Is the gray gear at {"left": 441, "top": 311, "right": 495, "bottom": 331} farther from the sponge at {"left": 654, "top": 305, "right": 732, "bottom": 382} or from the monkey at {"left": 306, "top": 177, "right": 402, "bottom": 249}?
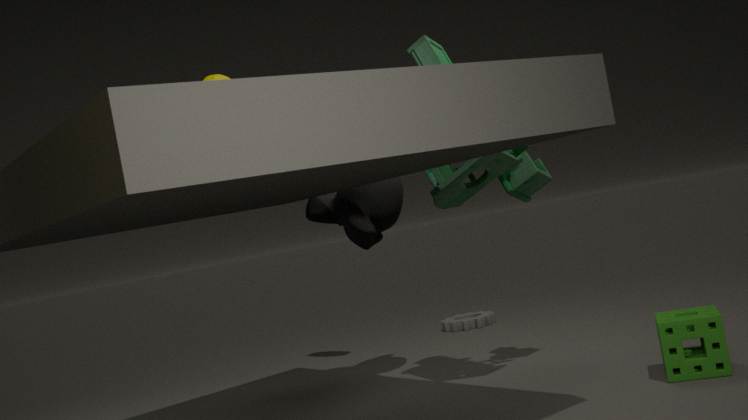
the sponge at {"left": 654, "top": 305, "right": 732, "bottom": 382}
